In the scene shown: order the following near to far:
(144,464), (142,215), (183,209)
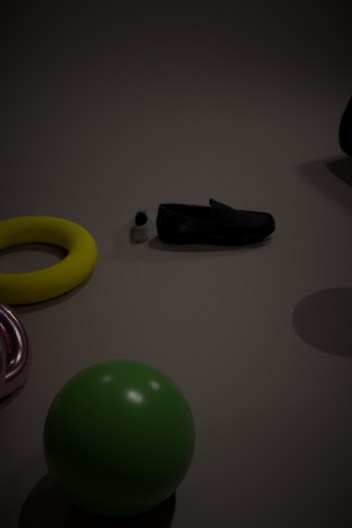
1. (144,464)
2. (183,209)
3. (142,215)
